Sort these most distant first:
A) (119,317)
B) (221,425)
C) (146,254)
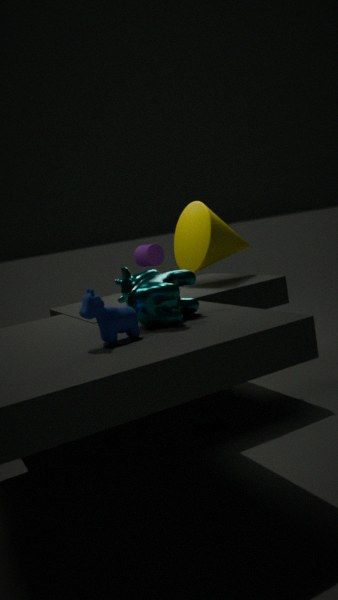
(146,254) → (221,425) → (119,317)
